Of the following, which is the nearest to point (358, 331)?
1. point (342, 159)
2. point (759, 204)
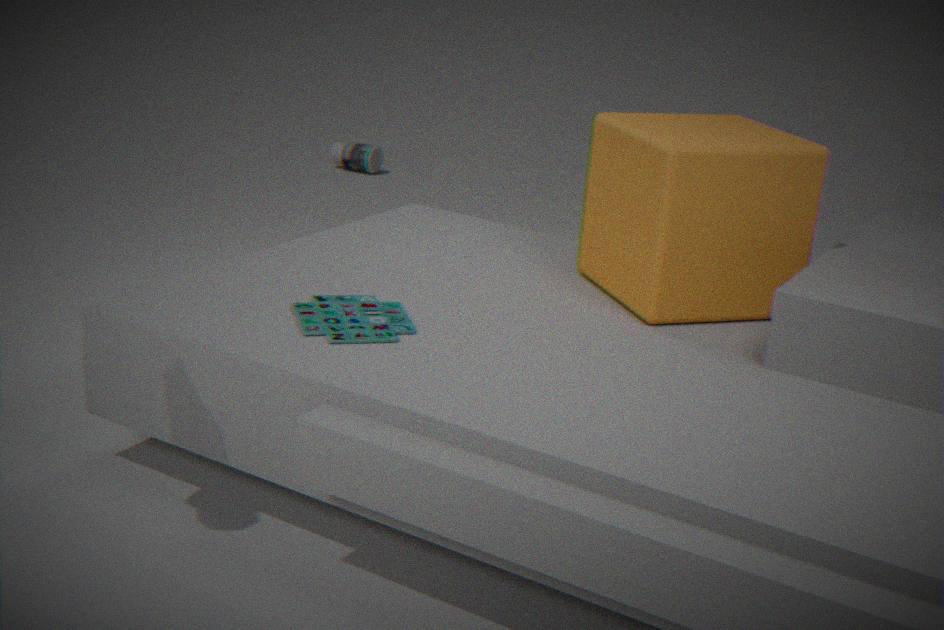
point (759, 204)
